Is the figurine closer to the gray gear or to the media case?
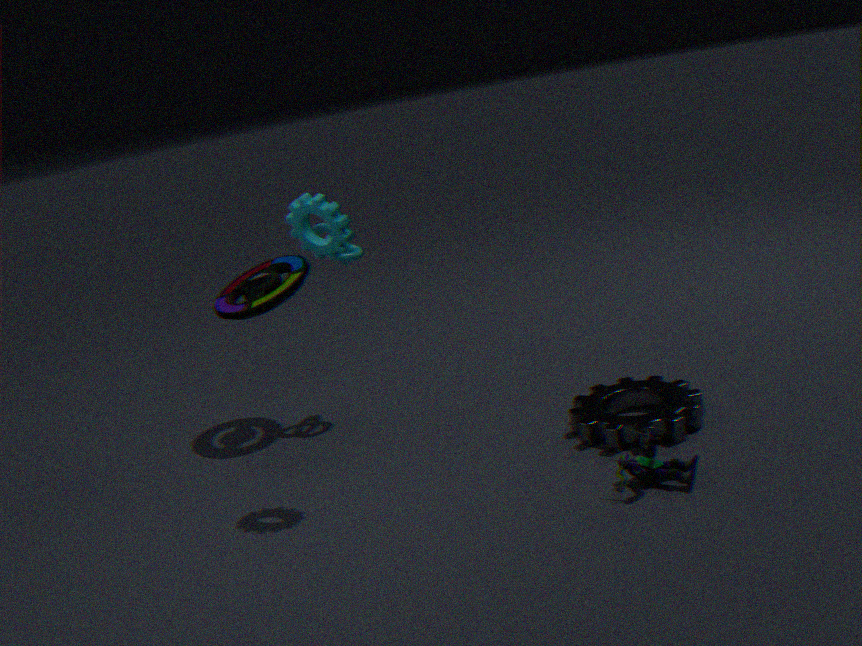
the gray gear
